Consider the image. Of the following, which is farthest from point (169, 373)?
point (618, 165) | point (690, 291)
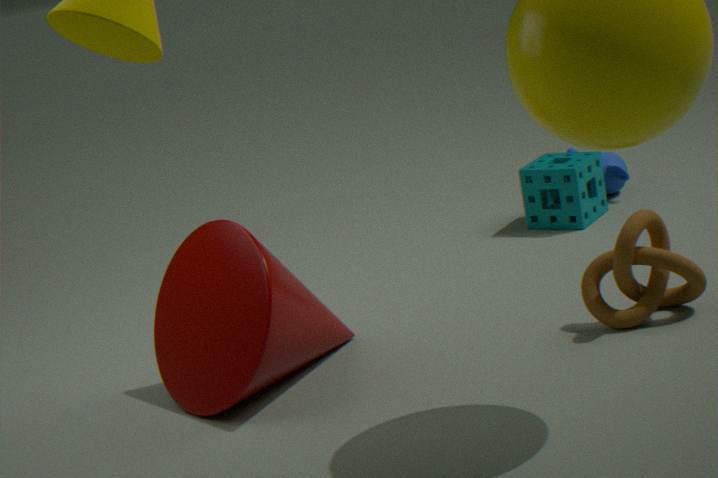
point (618, 165)
